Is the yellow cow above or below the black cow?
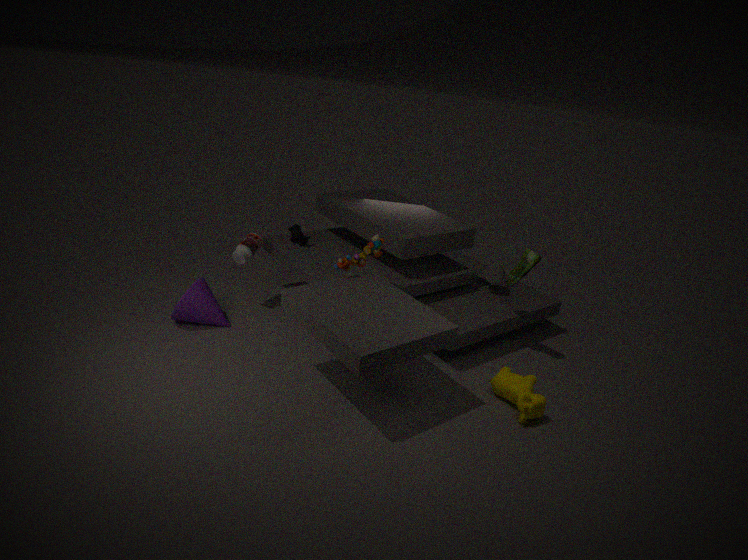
below
